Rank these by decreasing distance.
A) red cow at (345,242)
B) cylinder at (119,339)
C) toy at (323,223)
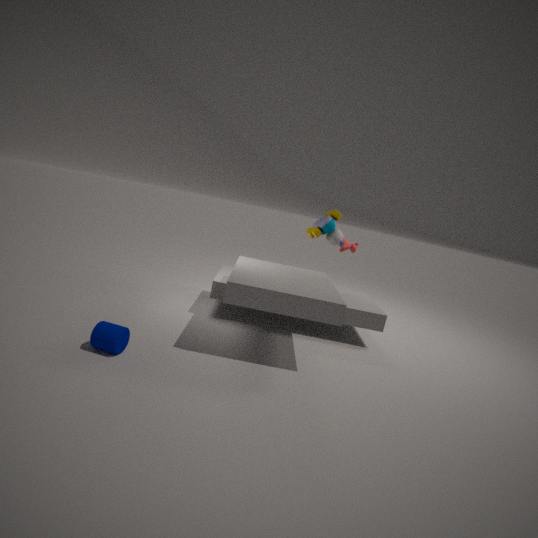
red cow at (345,242) → toy at (323,223) → cylinder at (119,339)
